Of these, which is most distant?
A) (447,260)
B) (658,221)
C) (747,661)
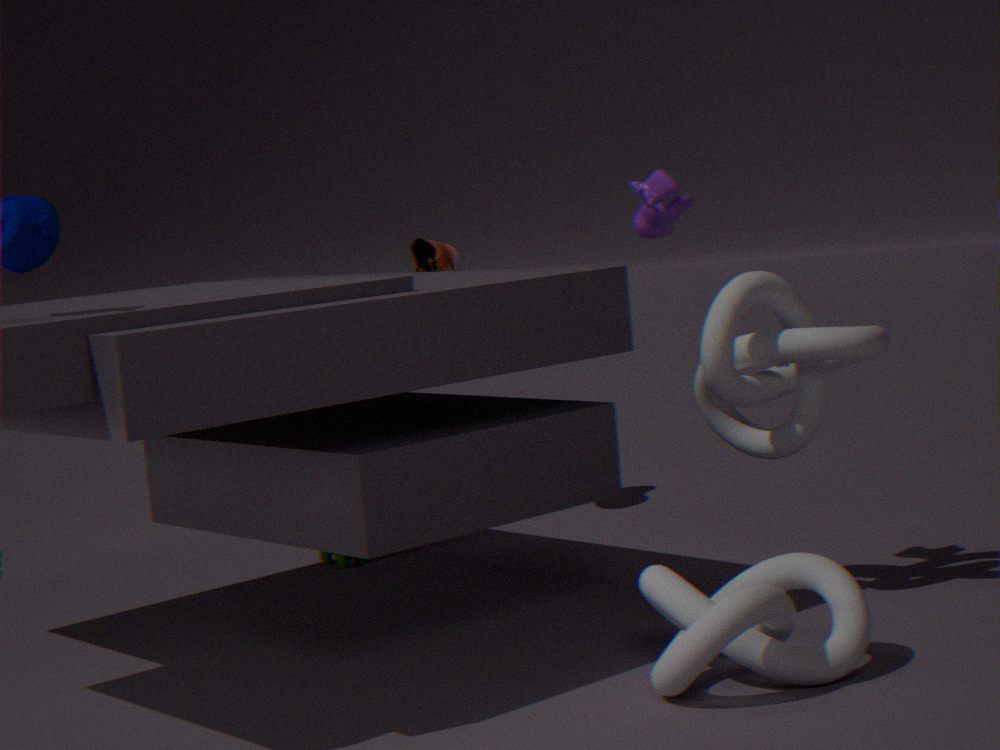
(447,260)
